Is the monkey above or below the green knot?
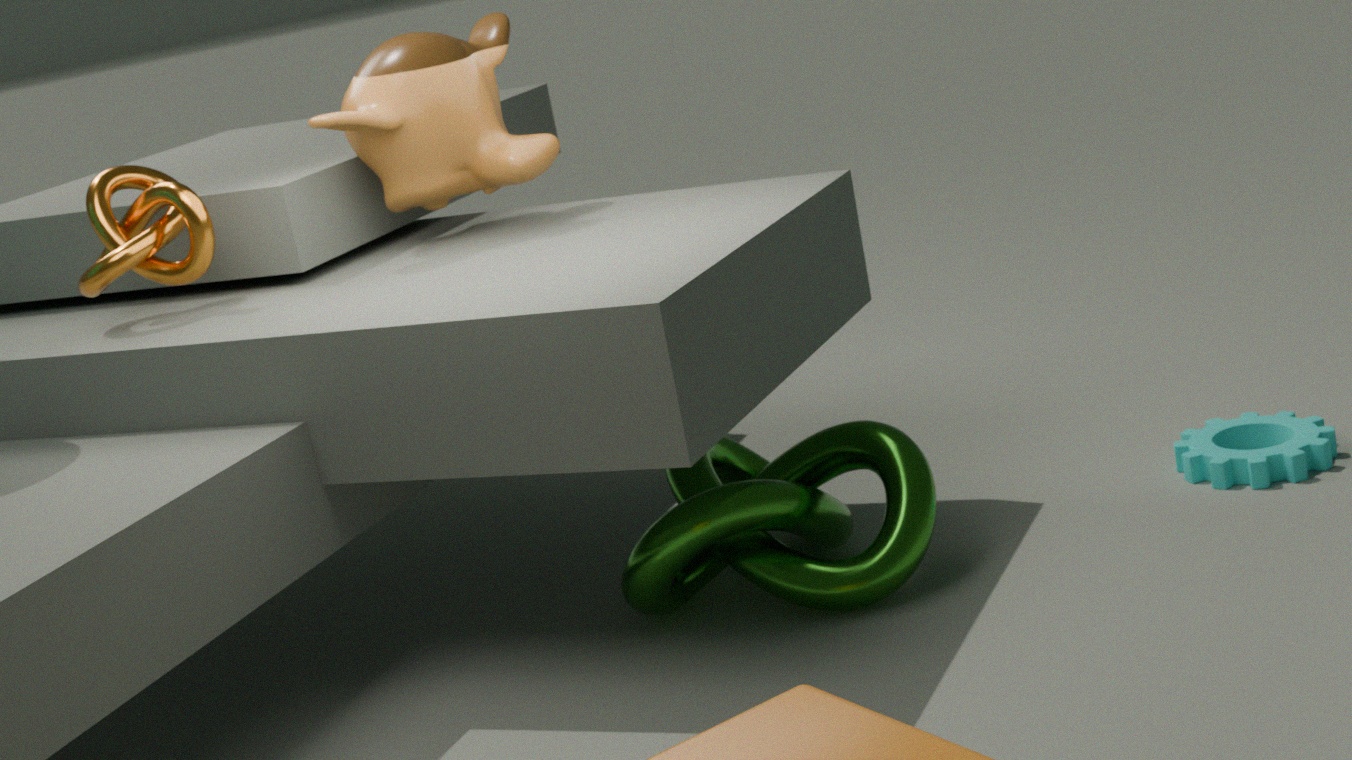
above
